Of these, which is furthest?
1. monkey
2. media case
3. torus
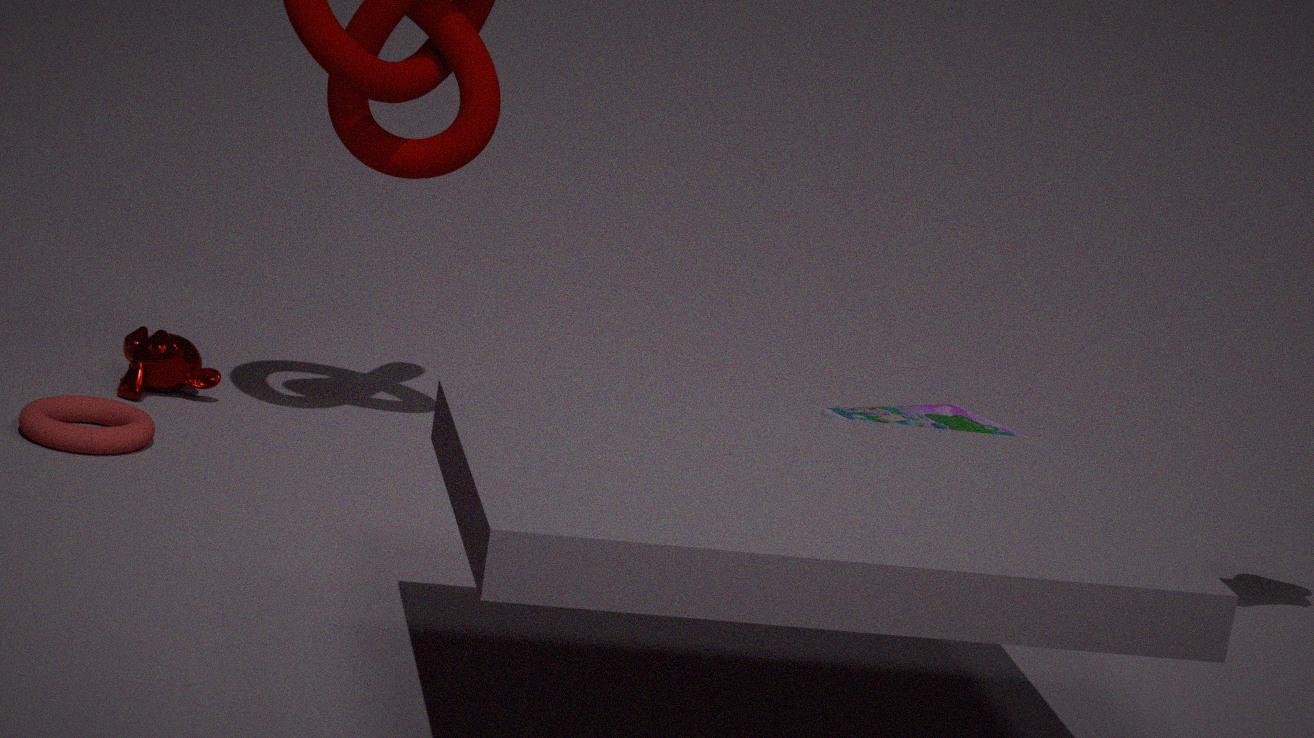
media case
